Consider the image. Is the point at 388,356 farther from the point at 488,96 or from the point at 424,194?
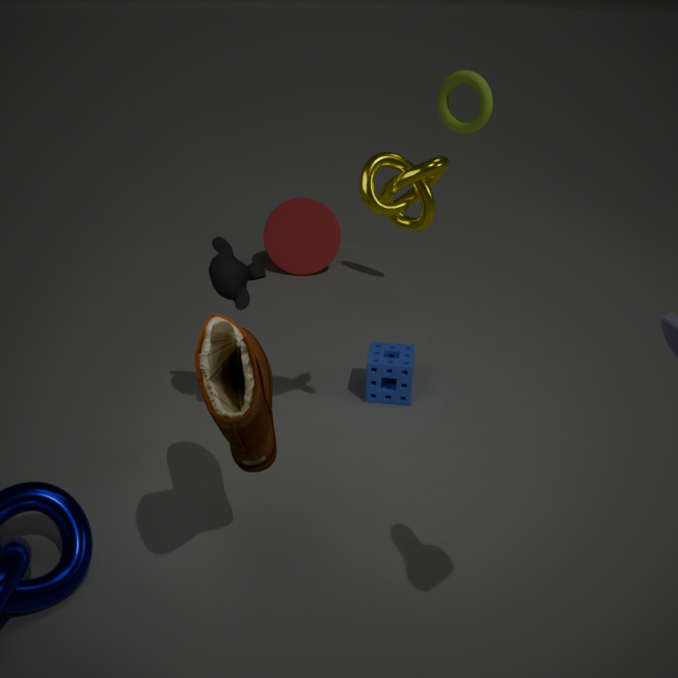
the point at 488,96
